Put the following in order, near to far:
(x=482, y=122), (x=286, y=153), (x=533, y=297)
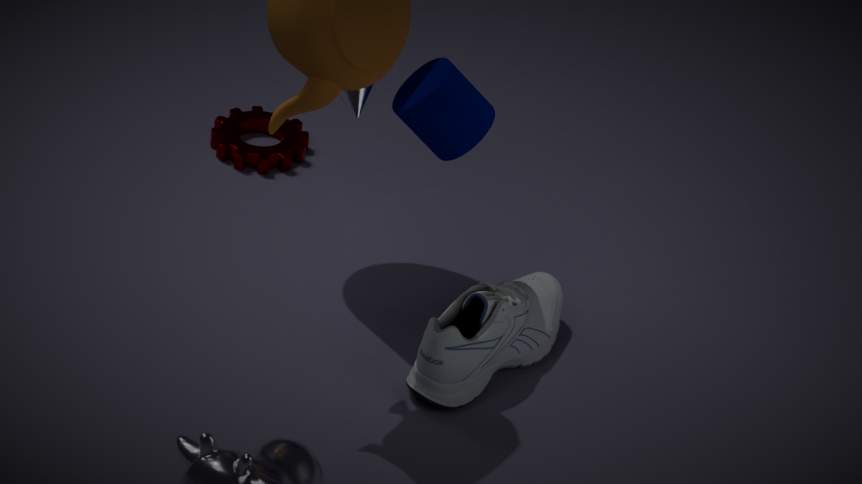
Result: (x=482, y=122) → (x=533, y=297) → (x=286, y=153)
